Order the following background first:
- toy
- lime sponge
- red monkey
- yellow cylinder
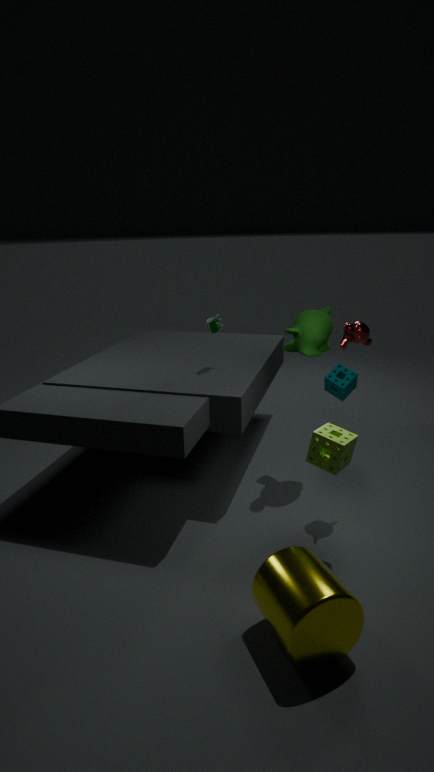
Result: toy → red monkey → lime sponge → yellow cylinder
